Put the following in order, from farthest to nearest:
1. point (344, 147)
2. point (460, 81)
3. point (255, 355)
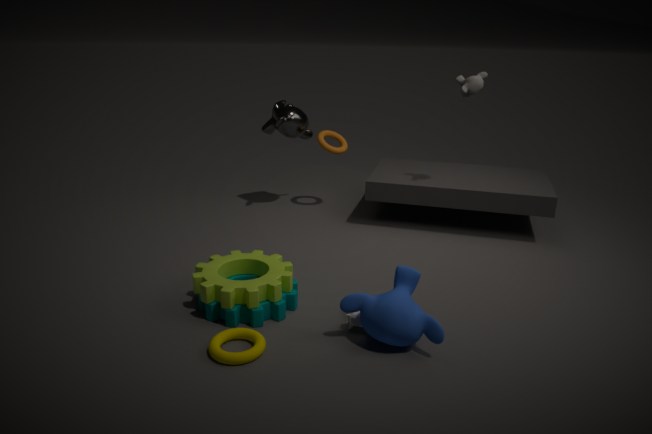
point (344, 147), point (460, 81), point (255, 355)
